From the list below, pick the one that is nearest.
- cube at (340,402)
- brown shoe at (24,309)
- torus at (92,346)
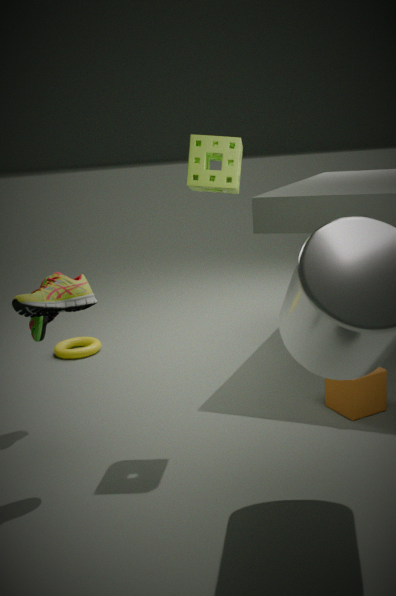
brown shoe at (24,309)
